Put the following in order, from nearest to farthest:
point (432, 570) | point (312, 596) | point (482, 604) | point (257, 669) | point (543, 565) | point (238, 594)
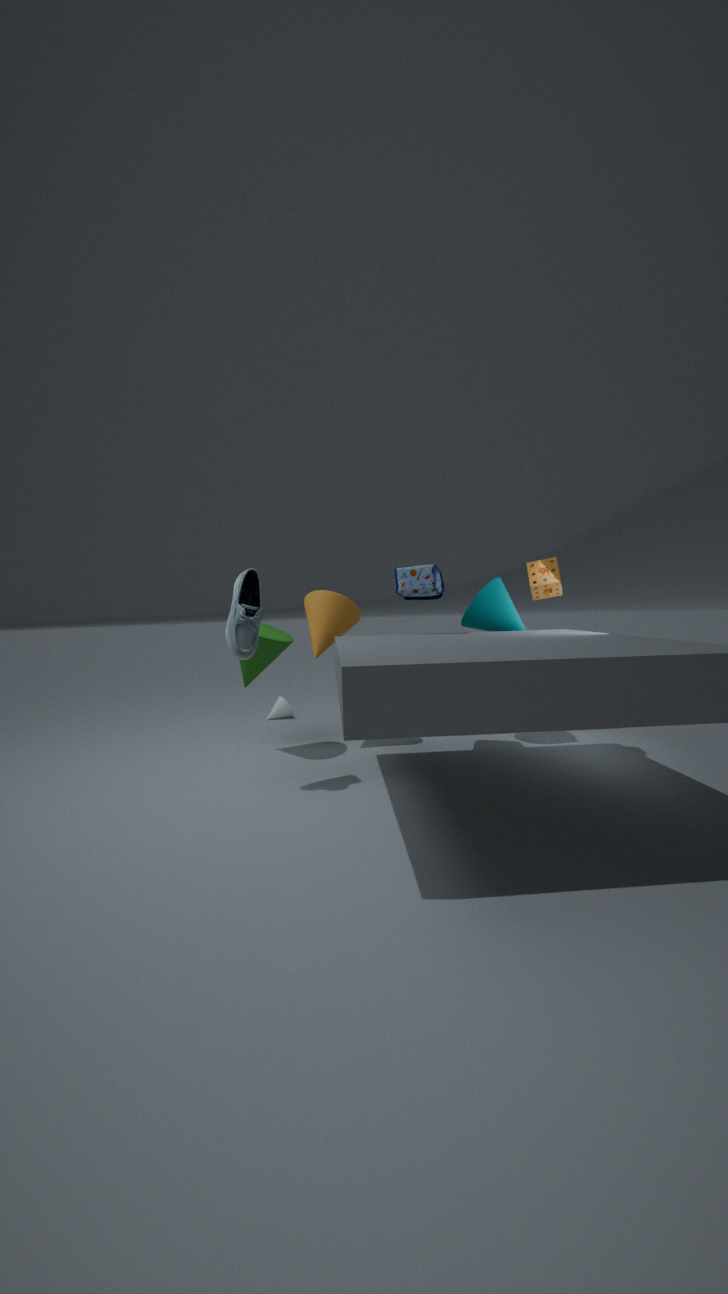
point (238, 594), point (543, 565), point (432, 570), point (257, 669), point (482, 604), point (312, 596)
